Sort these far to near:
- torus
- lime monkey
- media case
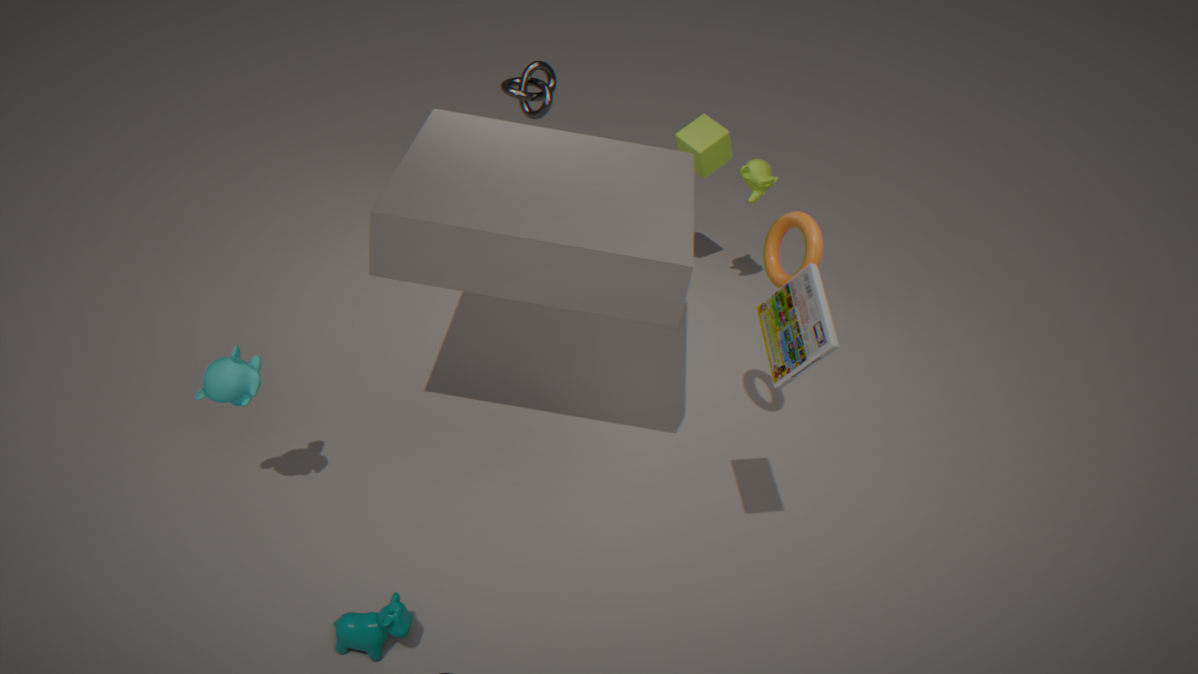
1. lime monkey
2. torus
3. media case
